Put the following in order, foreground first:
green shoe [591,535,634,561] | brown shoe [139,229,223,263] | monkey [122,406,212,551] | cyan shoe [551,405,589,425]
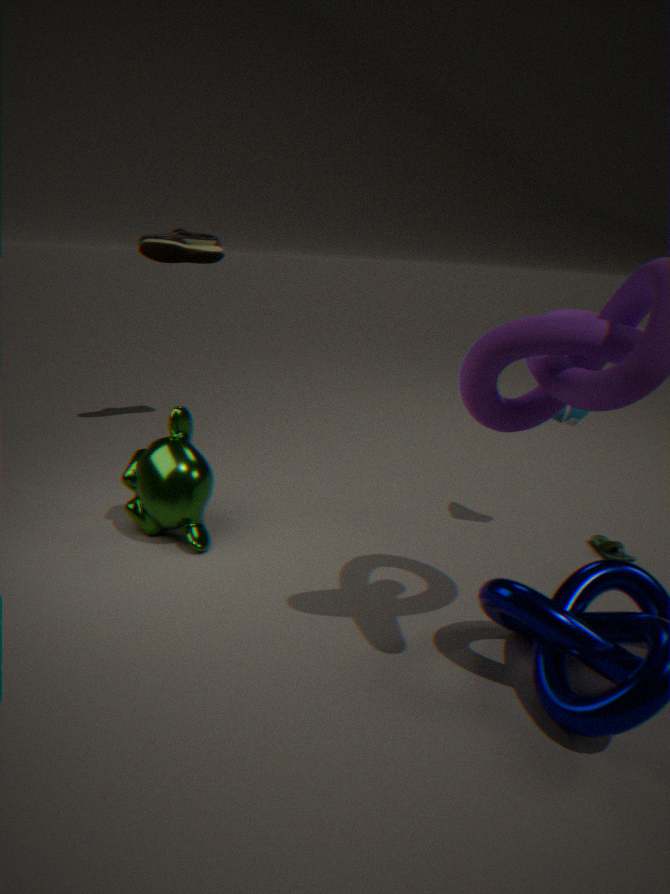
monkey [122,406,212,551] < cyan shoe [551,405,589,425] < green shoe [591,535,634,561] < brown shoe [139,229,223,263]
